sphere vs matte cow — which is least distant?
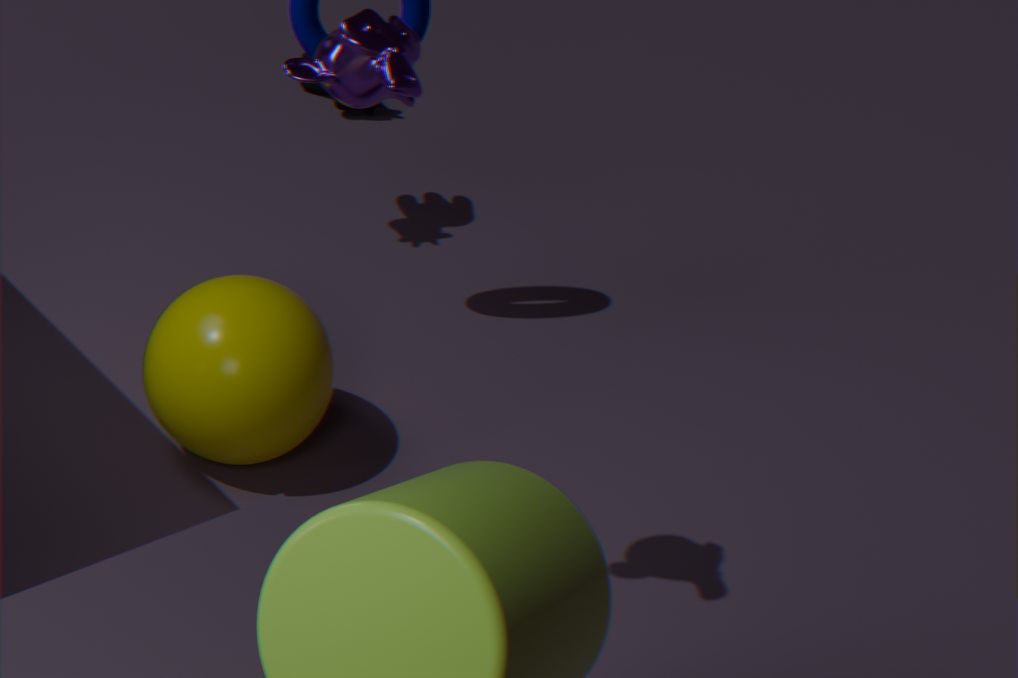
sphere
